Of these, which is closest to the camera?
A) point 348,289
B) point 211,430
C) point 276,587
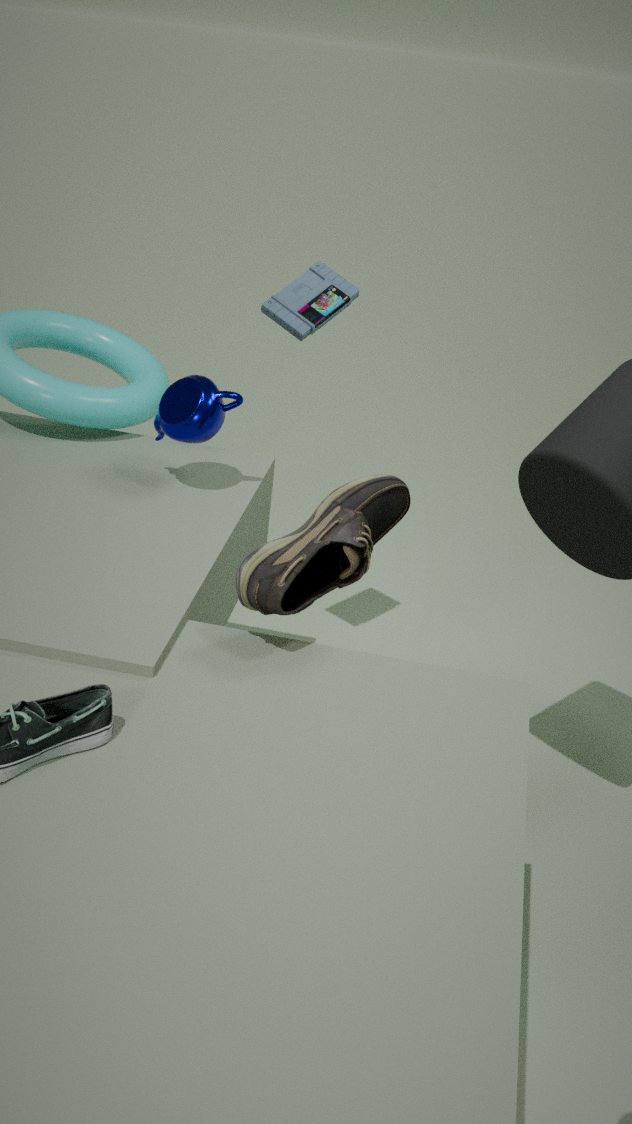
point 276,587
